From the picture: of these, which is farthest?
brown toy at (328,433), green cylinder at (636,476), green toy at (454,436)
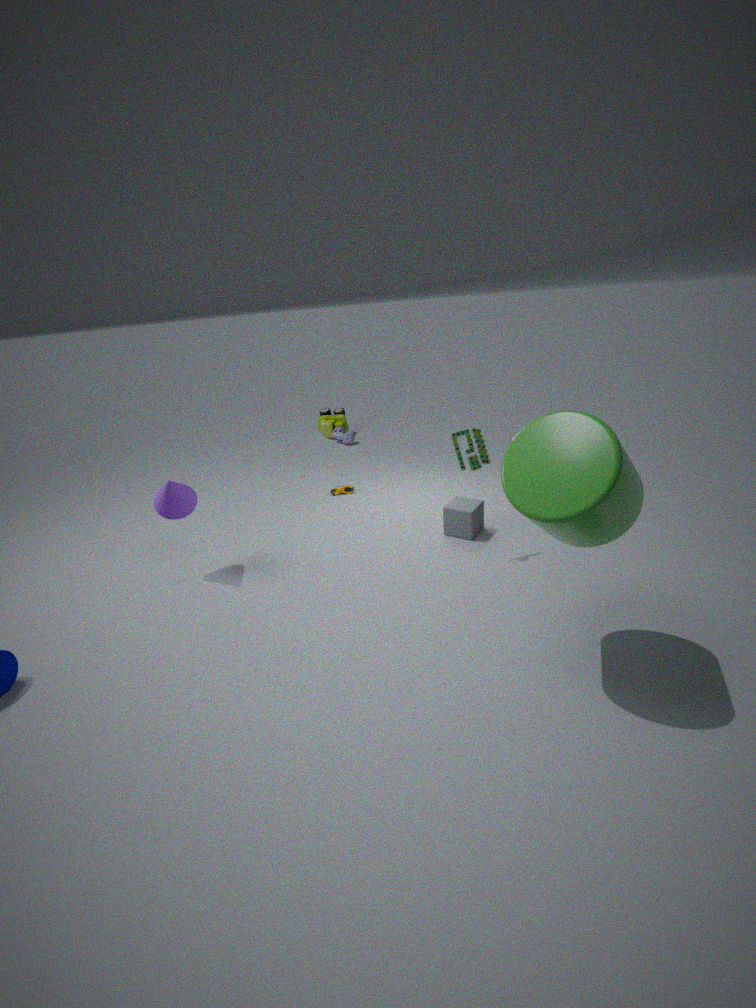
brown toy at (328,433)
